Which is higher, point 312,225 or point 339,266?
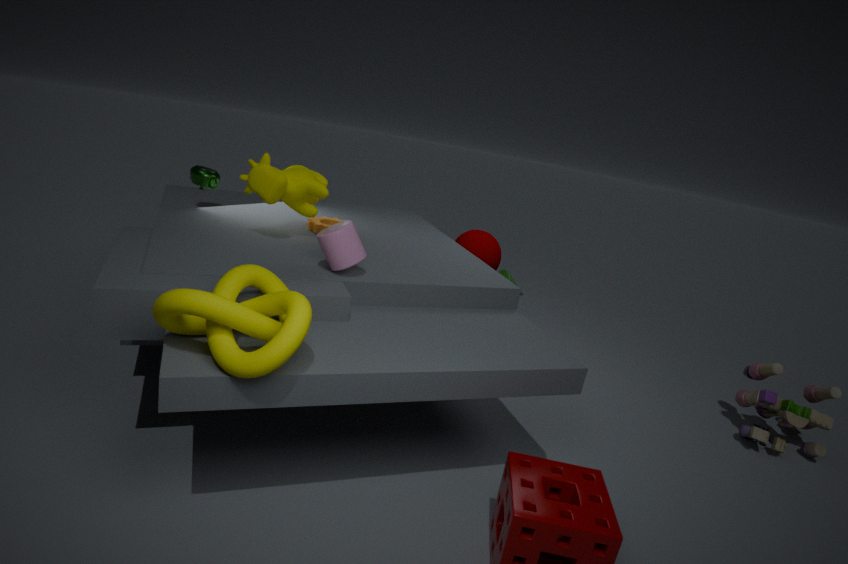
point 339,266
